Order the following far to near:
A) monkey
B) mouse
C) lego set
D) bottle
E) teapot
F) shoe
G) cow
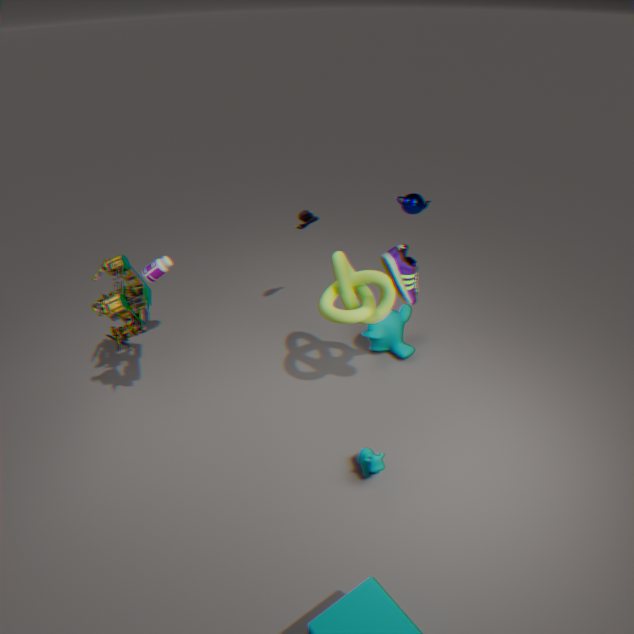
mouse < monkey < teapot < bottle < lego set < cow < shoe
